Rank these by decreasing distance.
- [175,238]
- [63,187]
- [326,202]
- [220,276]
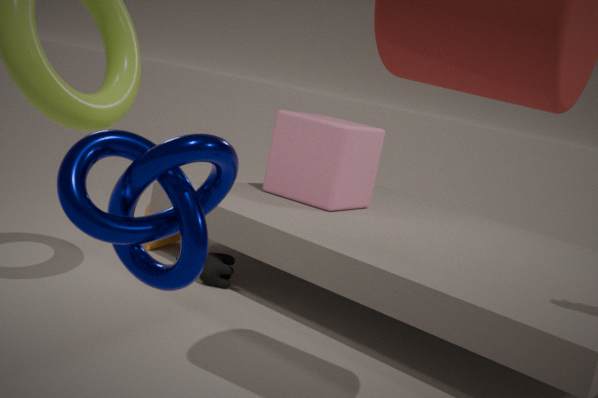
[175,238]
[326,202]
[220,276]
[63,187]
